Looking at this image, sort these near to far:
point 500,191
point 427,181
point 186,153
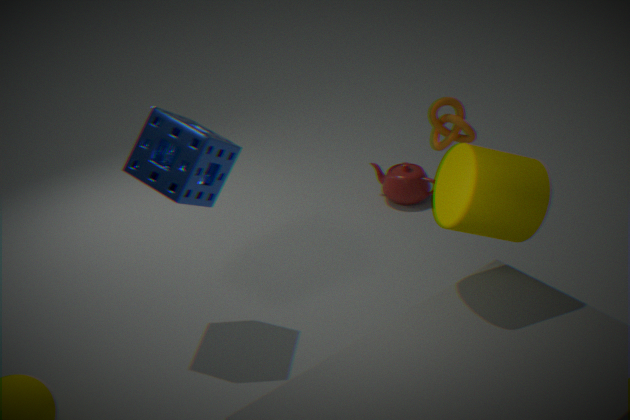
point 500,191 < point 186,153 < point 427,181
